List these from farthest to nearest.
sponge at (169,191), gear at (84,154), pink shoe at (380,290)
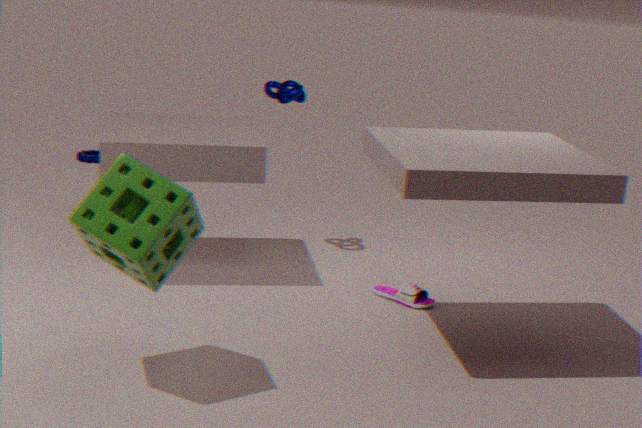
gear at (84,154)
pink shoe at (380,290)
sponge at (169,191)
